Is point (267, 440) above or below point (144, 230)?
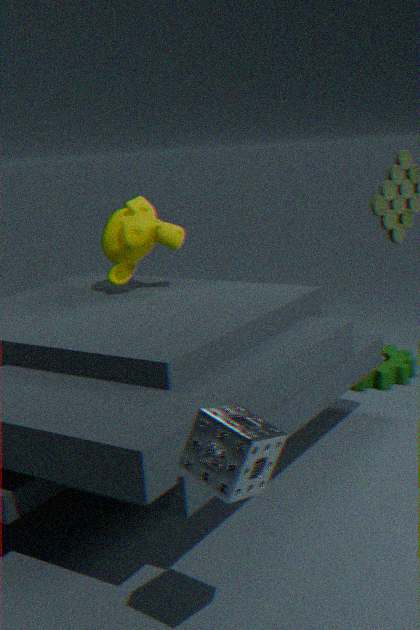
below
